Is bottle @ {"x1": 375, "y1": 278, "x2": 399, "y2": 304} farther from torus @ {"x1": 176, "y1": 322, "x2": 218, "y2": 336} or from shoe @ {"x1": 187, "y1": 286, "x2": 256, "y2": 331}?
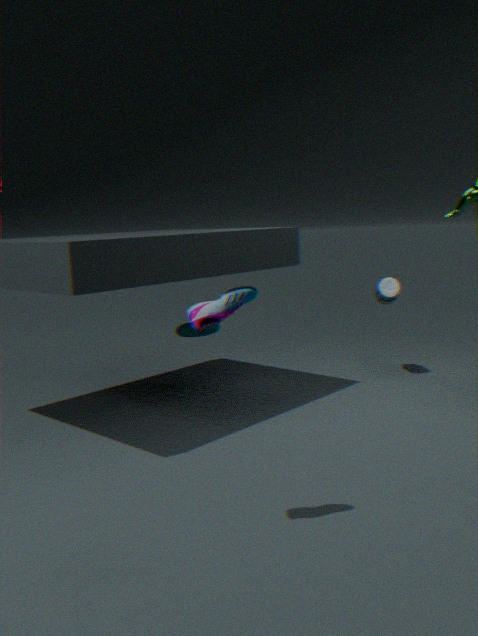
shoe @ {"x1": 187, "y1": 286, "x2": 256, "y2": 331}
